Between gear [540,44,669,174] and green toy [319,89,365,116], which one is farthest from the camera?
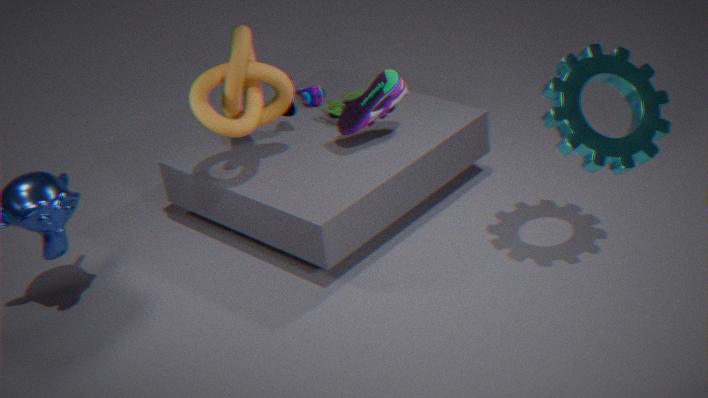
green toy [319,89,365,116]
